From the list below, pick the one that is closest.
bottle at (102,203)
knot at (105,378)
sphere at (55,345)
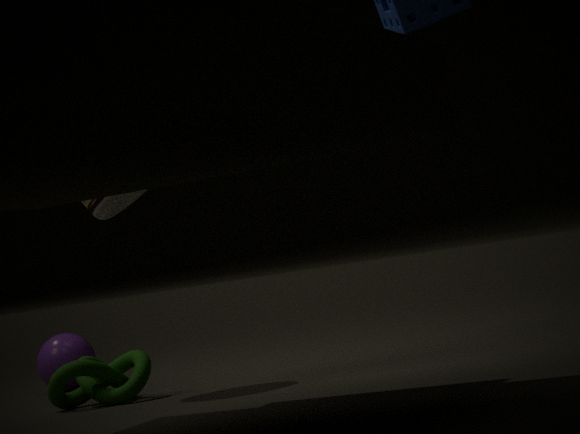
bottle at (102,203)
